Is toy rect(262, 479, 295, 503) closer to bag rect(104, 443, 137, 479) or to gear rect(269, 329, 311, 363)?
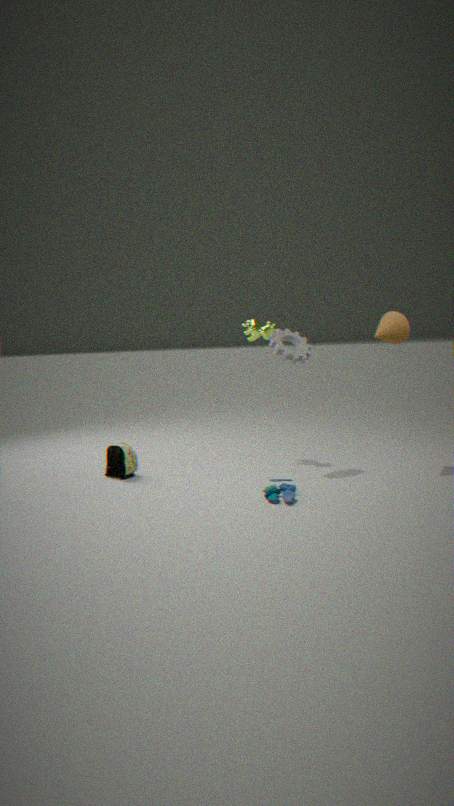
gear rect(269, 329, 311, 363)
